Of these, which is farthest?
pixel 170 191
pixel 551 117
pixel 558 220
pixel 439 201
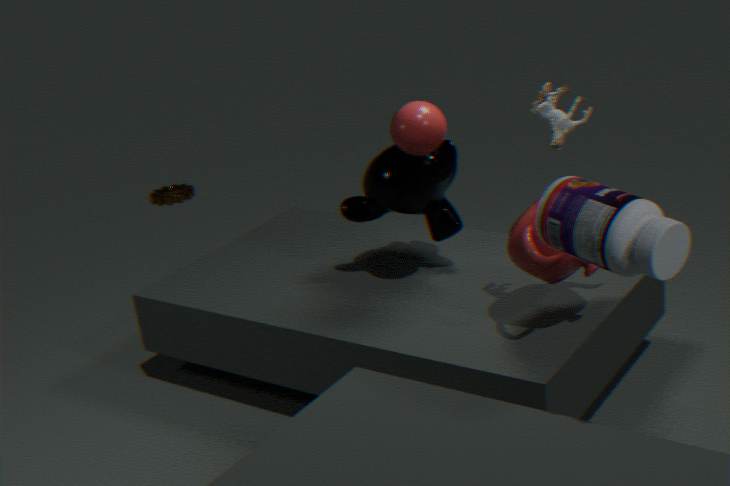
pixel 170 191
